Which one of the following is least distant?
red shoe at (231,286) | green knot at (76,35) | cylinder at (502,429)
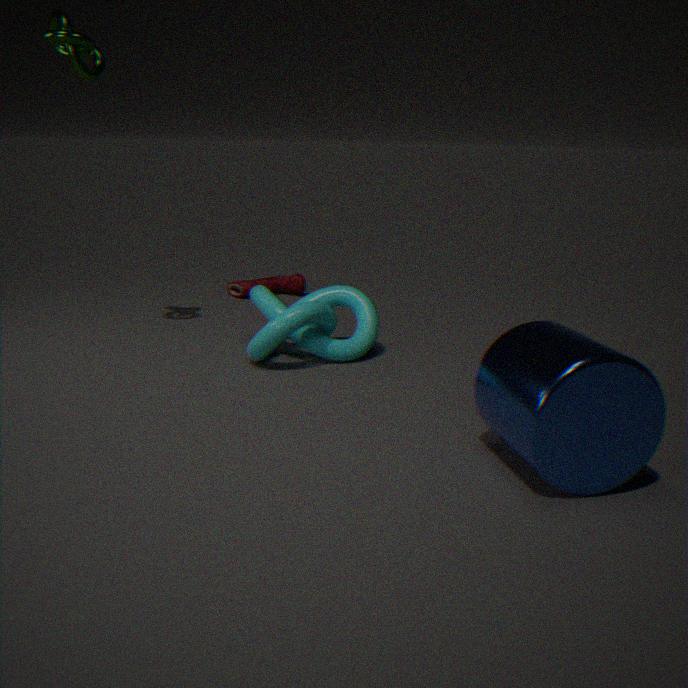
cylinder at (502,429)
